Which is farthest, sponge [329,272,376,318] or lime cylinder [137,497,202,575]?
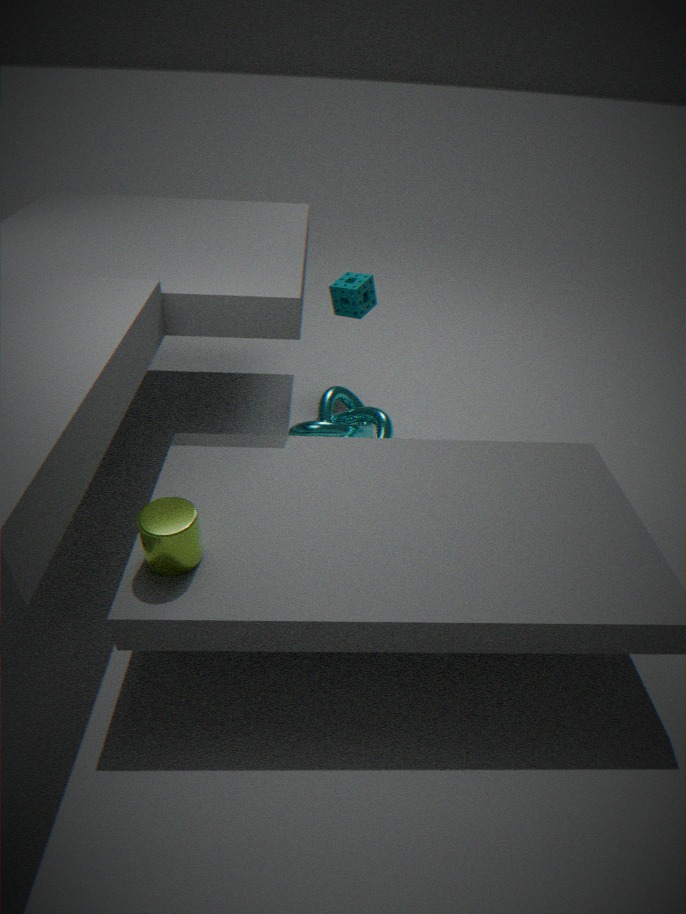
sponge [329,272,376,318]
